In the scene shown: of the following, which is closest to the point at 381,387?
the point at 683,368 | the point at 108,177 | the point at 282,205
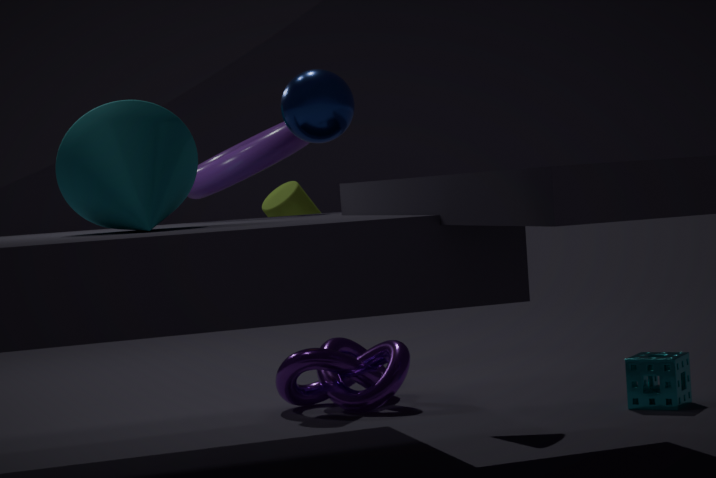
the point at 282,205
